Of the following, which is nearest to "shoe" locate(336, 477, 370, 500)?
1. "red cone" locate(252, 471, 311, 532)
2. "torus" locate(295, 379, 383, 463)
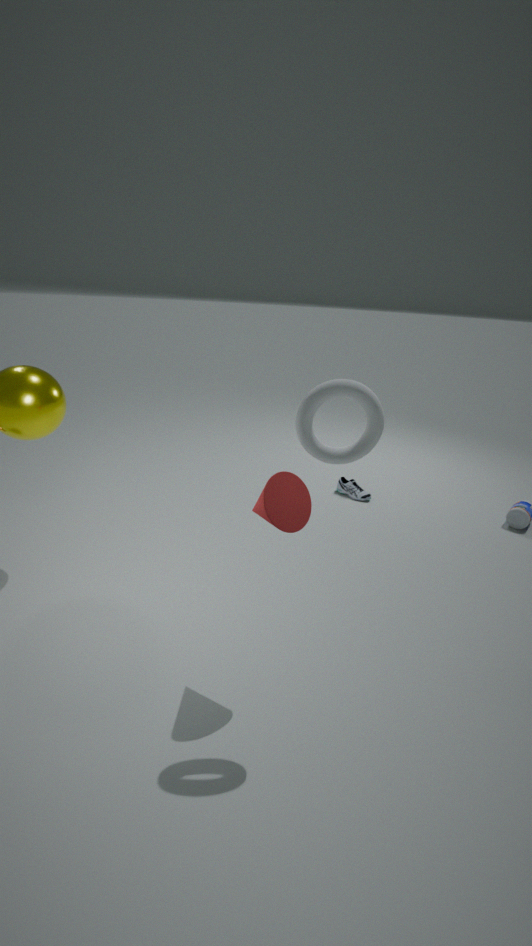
"red cone" locate(252, 471, 311, 532)
